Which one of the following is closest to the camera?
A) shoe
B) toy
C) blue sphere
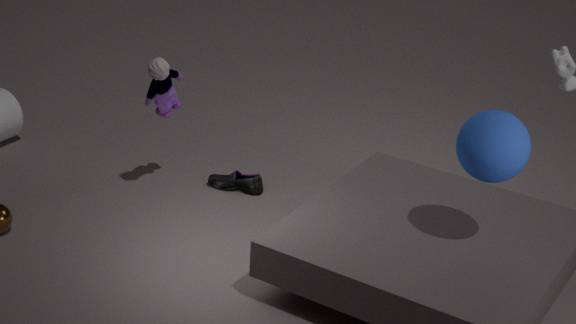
blue sphere
